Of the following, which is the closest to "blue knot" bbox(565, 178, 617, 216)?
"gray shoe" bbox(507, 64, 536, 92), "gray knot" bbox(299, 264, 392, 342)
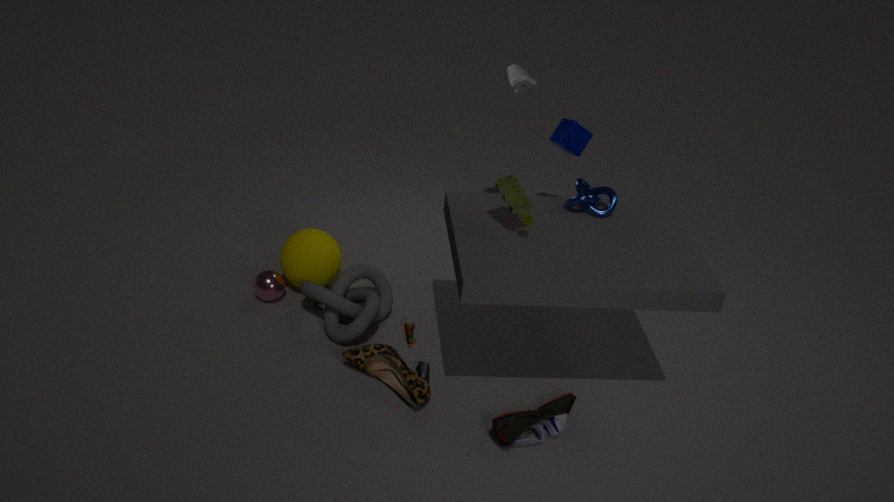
"gray shoe" bbox(507, 64, 536, 92)
